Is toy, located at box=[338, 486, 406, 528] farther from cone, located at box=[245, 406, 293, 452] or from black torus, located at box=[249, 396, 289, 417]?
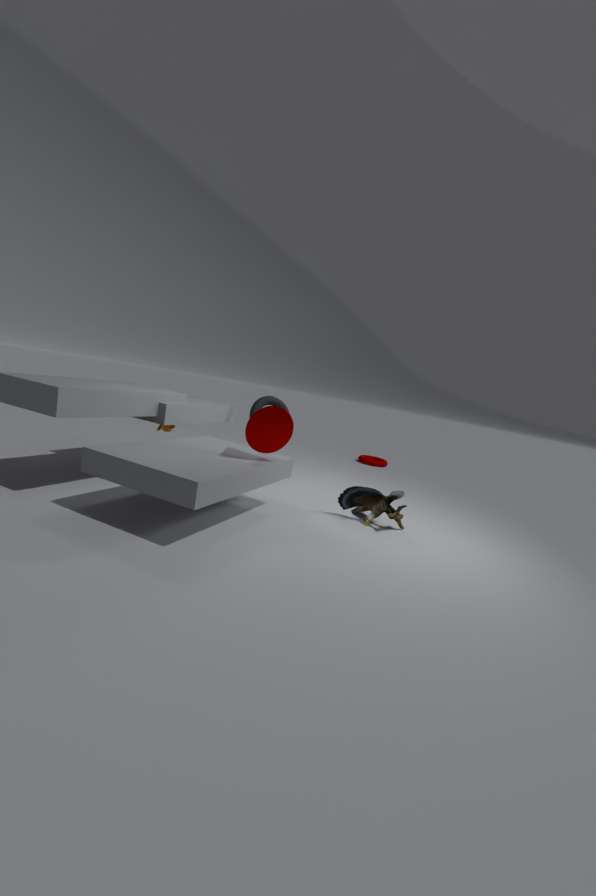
black torus, located at box=[249, 396, 289, 417]
